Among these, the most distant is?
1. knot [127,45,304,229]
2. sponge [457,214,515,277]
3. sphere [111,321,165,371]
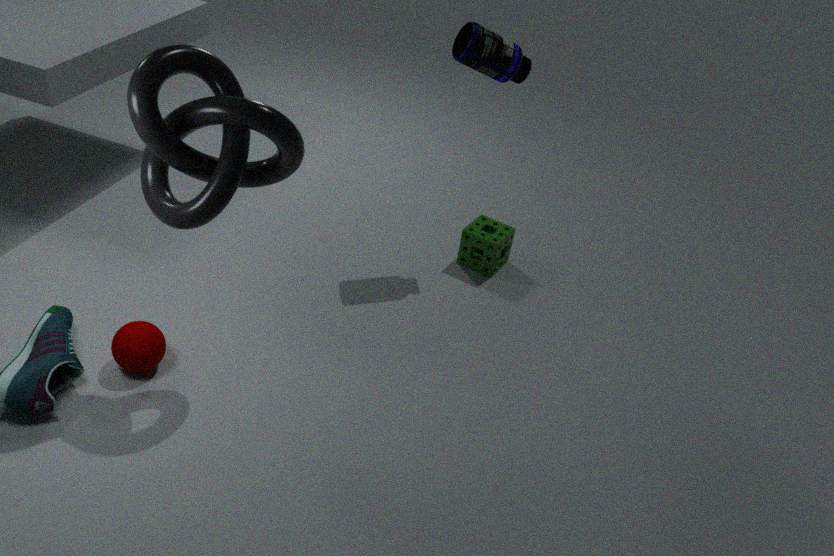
sponge [457,214,515,277]
